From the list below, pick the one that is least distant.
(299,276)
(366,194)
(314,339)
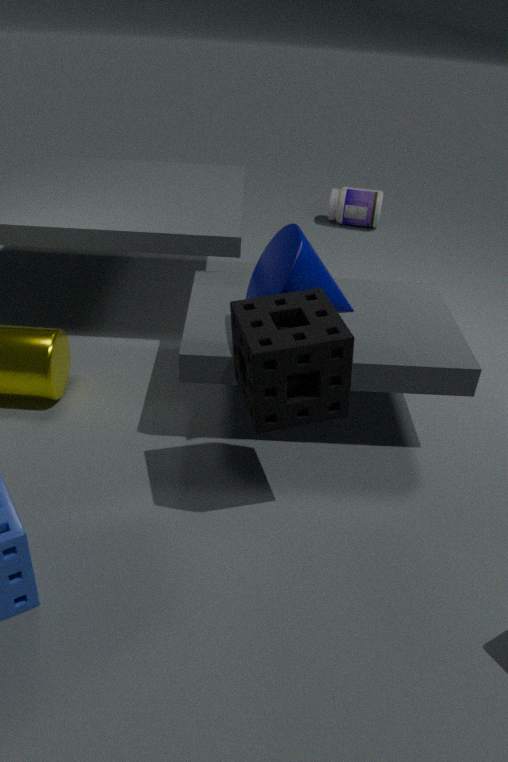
(314,339)
